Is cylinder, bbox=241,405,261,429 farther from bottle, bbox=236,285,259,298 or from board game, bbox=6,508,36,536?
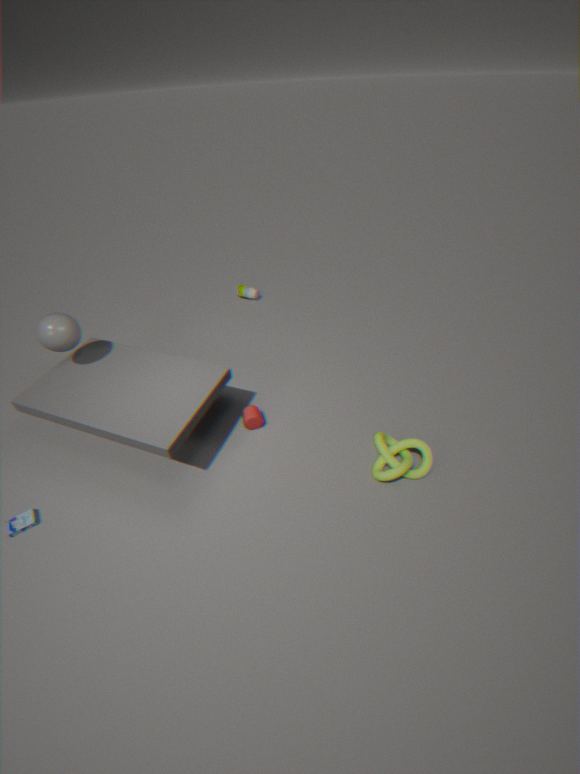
→ bottle, bbox=236,285,259,298
